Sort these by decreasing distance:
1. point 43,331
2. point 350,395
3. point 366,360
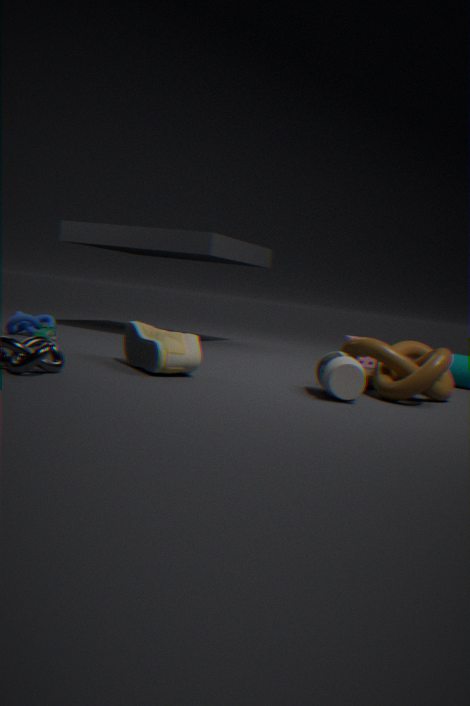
point 366,360 < point 43,331 < point 350,395
